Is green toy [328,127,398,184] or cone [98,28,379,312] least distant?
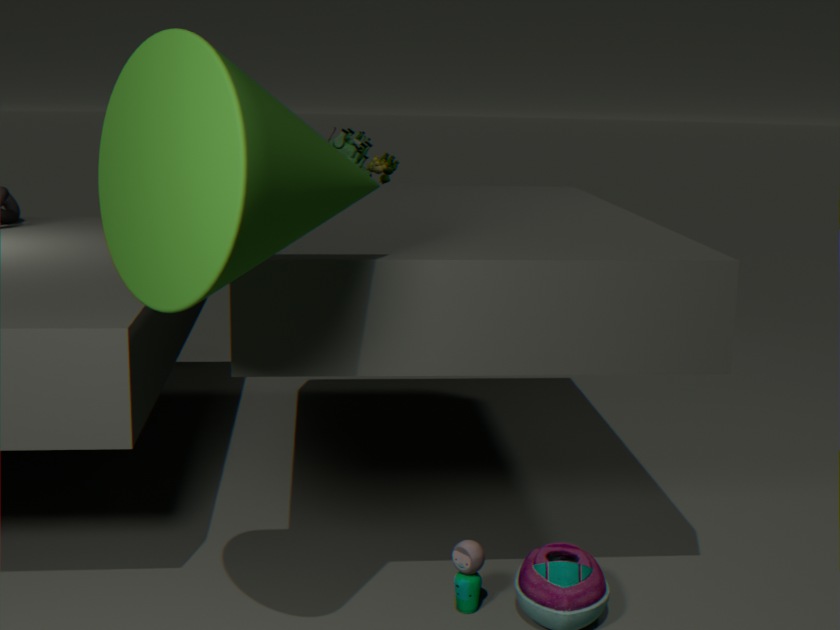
cone [98,28,379,312]
